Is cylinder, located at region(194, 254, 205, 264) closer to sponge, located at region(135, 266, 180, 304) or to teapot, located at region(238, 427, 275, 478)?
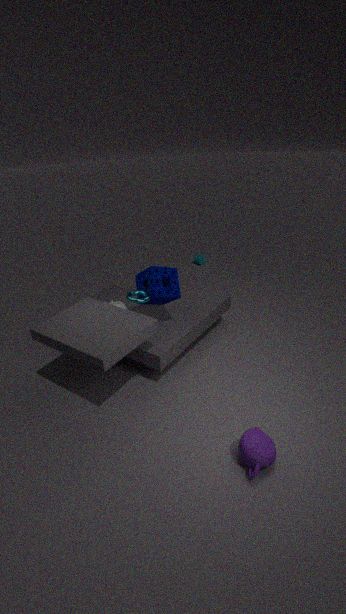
sponge, located at region(135, 266, 180, 304)
